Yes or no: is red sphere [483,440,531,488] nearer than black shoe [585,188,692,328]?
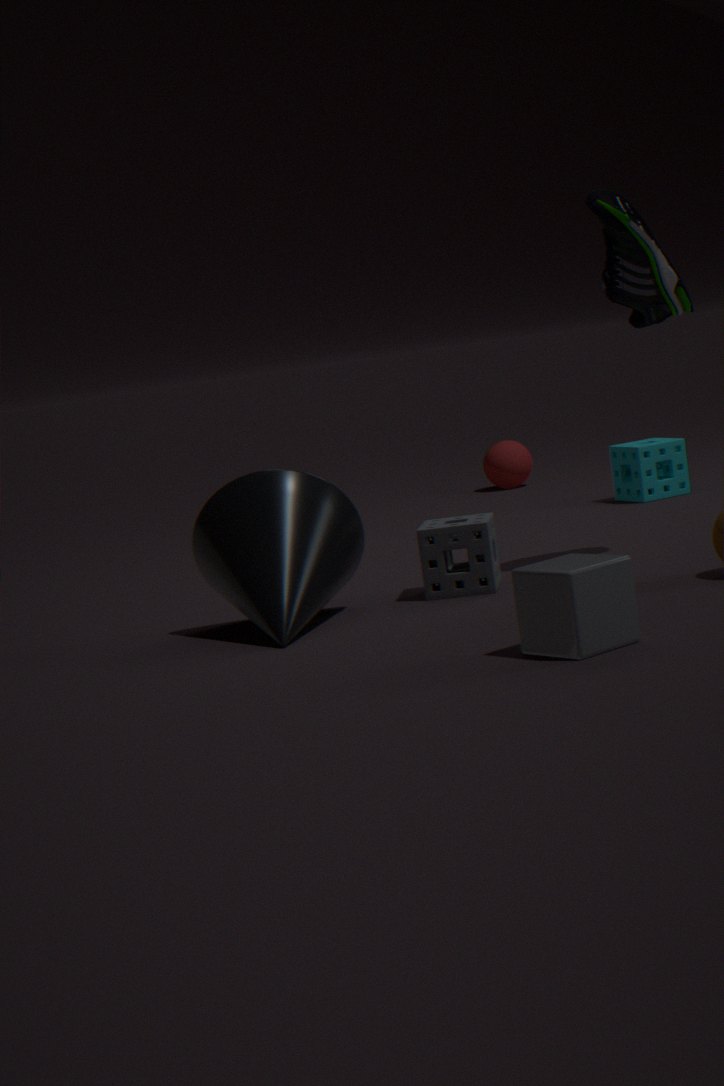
No
